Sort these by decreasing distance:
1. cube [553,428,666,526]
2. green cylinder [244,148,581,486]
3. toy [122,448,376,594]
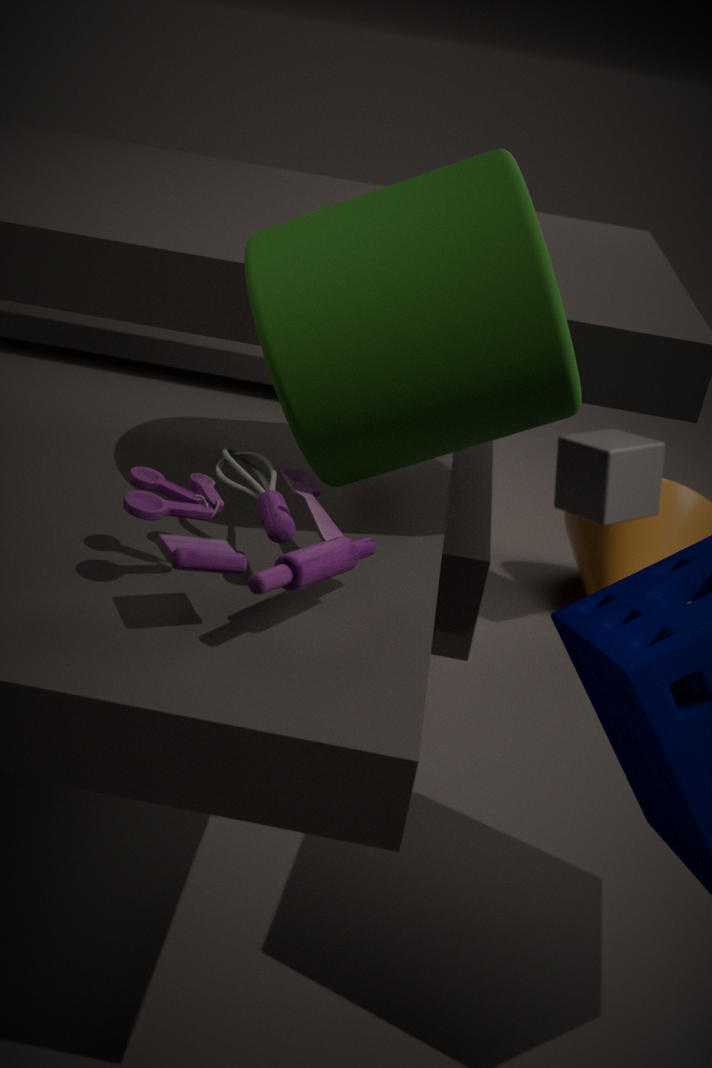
1. cube [553,428,666,526]
2. green cylinder [244,148,581,486]
3. toy [122,448,376,594]
